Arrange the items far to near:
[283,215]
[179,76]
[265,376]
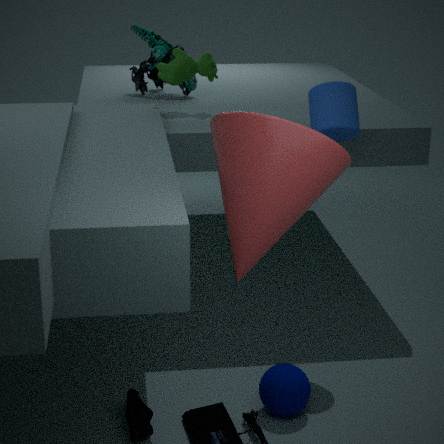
1. [179,76]
2. [265,376]
3. [283,215]
